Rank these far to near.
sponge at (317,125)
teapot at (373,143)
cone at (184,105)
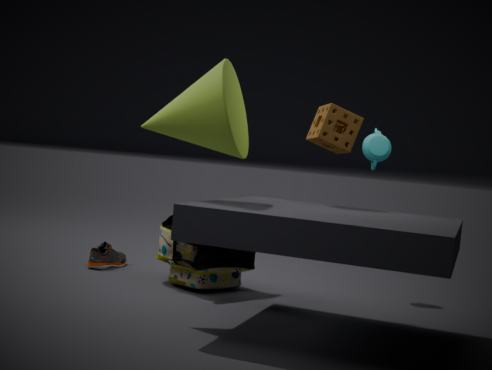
teapot at (373,143)
sponge at (317,125)
cone at (184,105)
